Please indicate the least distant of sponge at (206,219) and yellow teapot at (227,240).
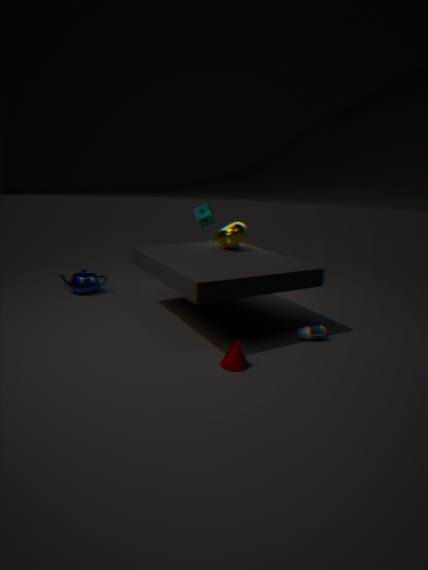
yellow teapot at (227,240)
